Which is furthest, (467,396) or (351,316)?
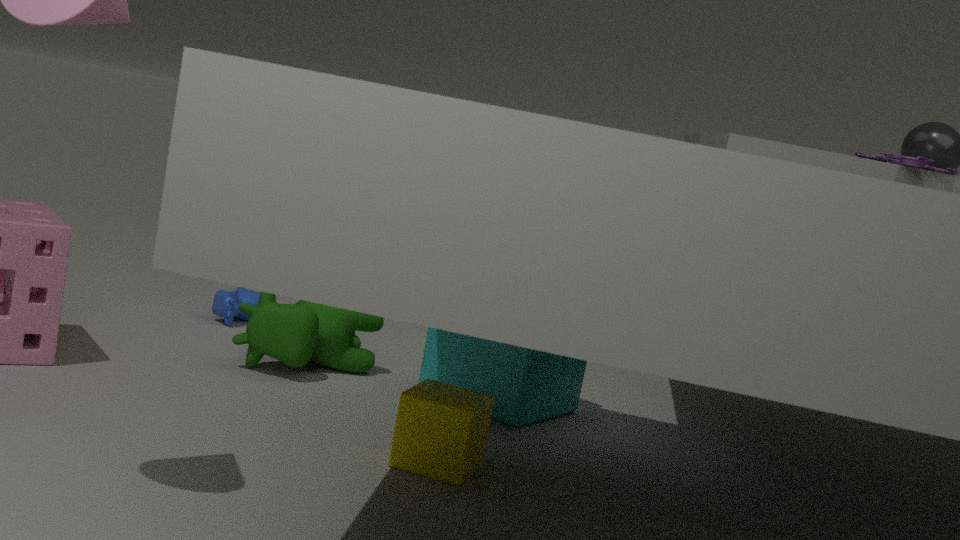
(351,316)
